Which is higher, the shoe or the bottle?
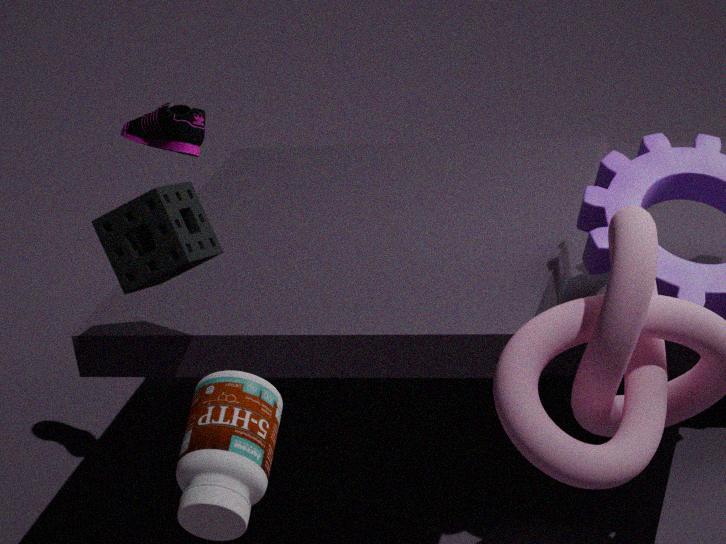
the shoe
